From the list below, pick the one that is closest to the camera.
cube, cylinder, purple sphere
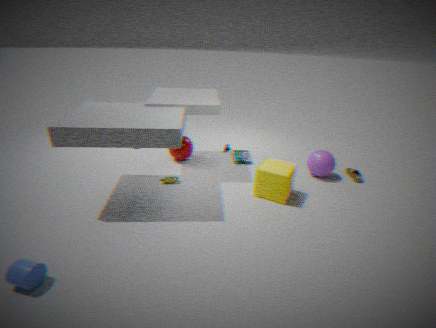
cylinder
